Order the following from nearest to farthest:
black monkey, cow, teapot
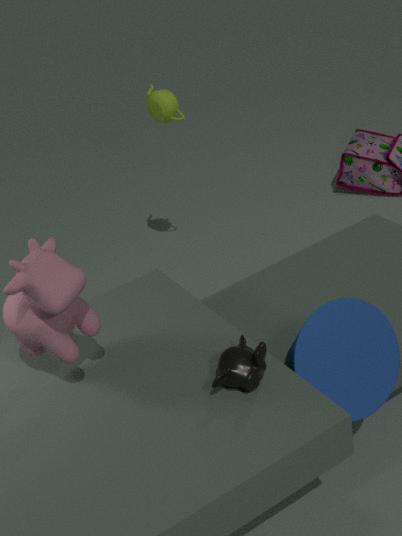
cow
black monkey
teapot
